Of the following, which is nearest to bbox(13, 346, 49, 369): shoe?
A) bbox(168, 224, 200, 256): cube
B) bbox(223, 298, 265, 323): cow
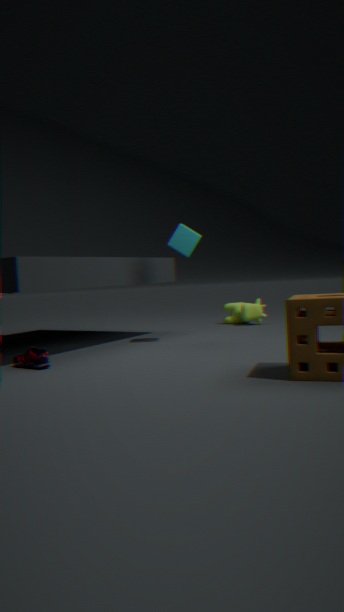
bbox(168, 224, 200, 256): cube
